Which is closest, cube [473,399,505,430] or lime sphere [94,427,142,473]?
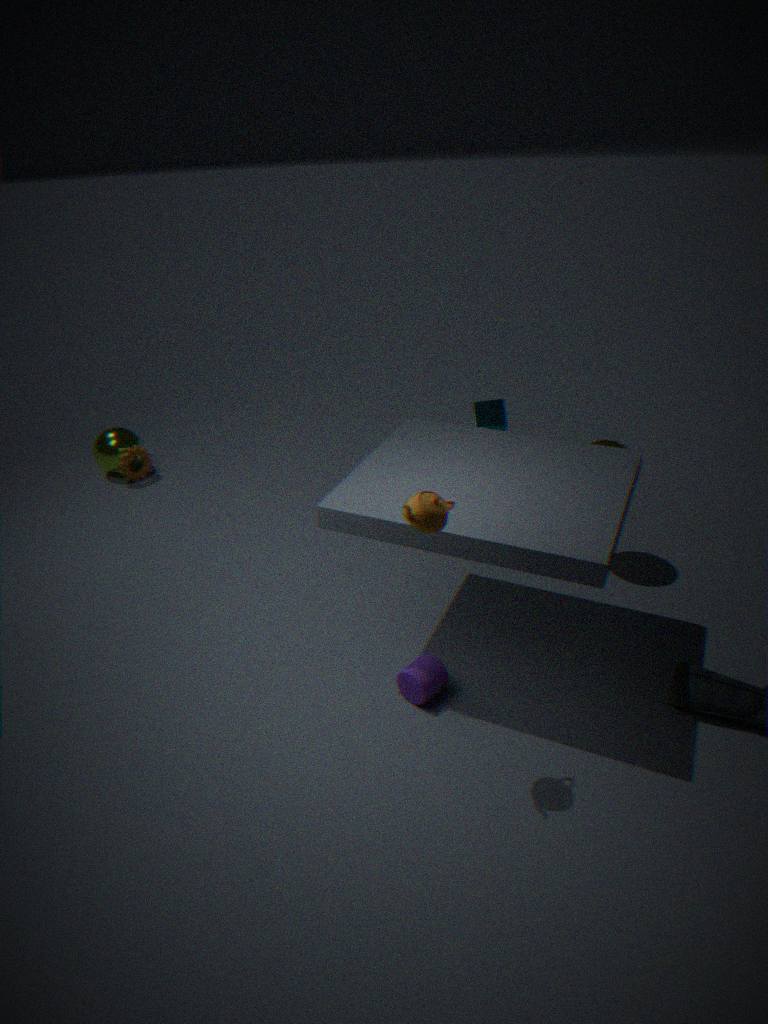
cube [473,399,505,430]
